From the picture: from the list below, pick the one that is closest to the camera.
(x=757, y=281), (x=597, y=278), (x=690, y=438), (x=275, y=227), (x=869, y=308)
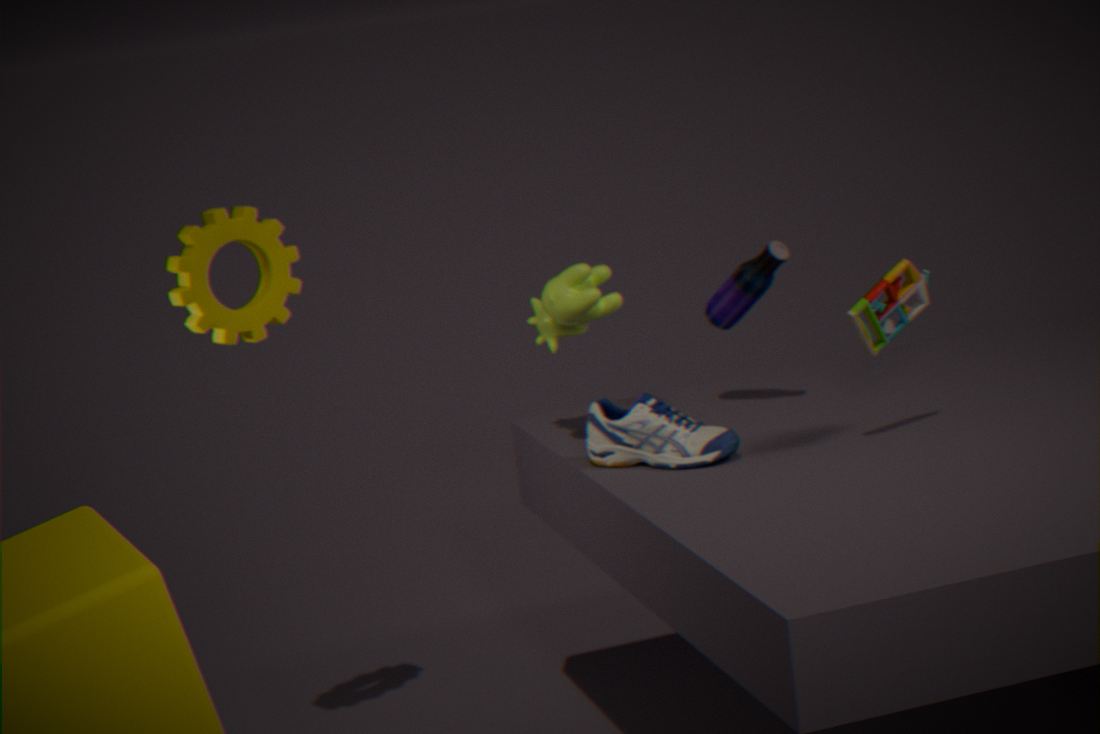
(x=869, y=308)
